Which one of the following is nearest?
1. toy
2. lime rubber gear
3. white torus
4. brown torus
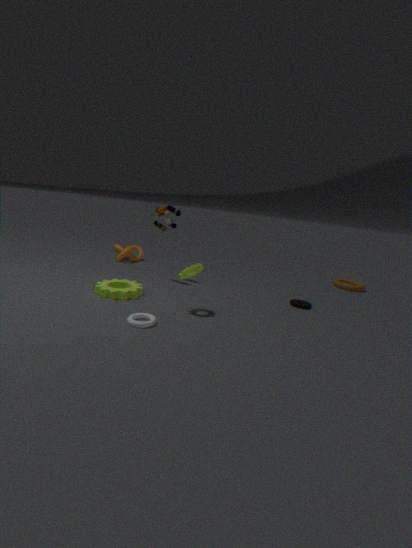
white torus
